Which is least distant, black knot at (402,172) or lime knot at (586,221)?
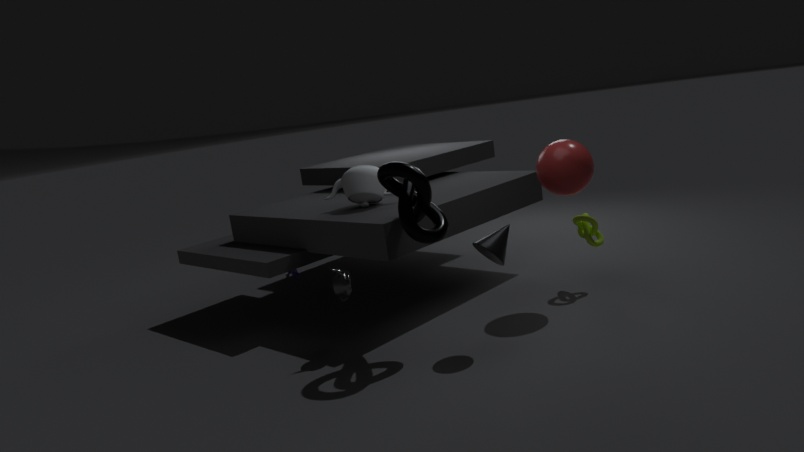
black knot at (402,172)
